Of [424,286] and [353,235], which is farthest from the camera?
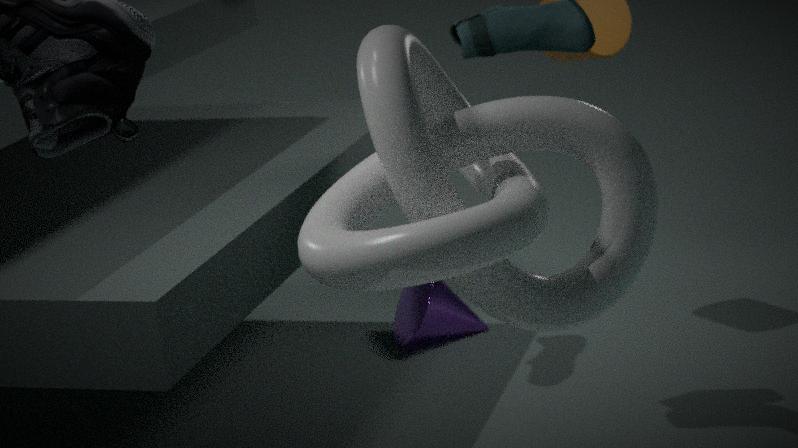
[424,286]
